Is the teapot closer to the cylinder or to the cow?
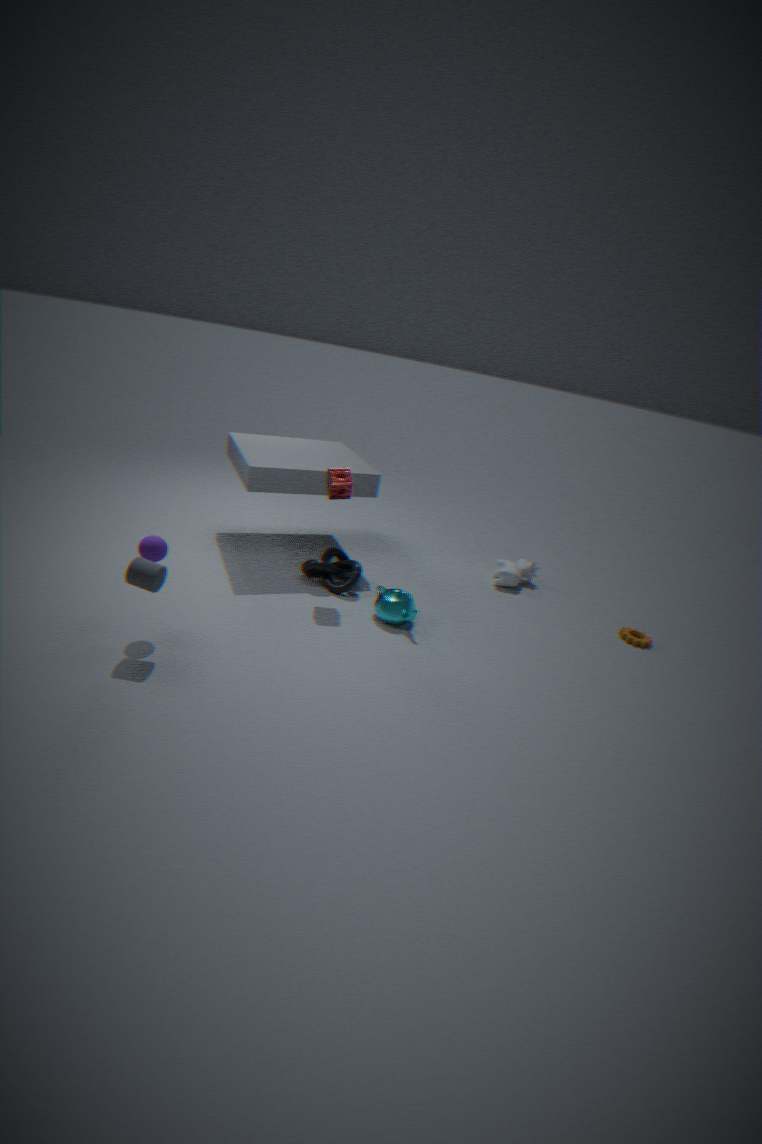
the cow
